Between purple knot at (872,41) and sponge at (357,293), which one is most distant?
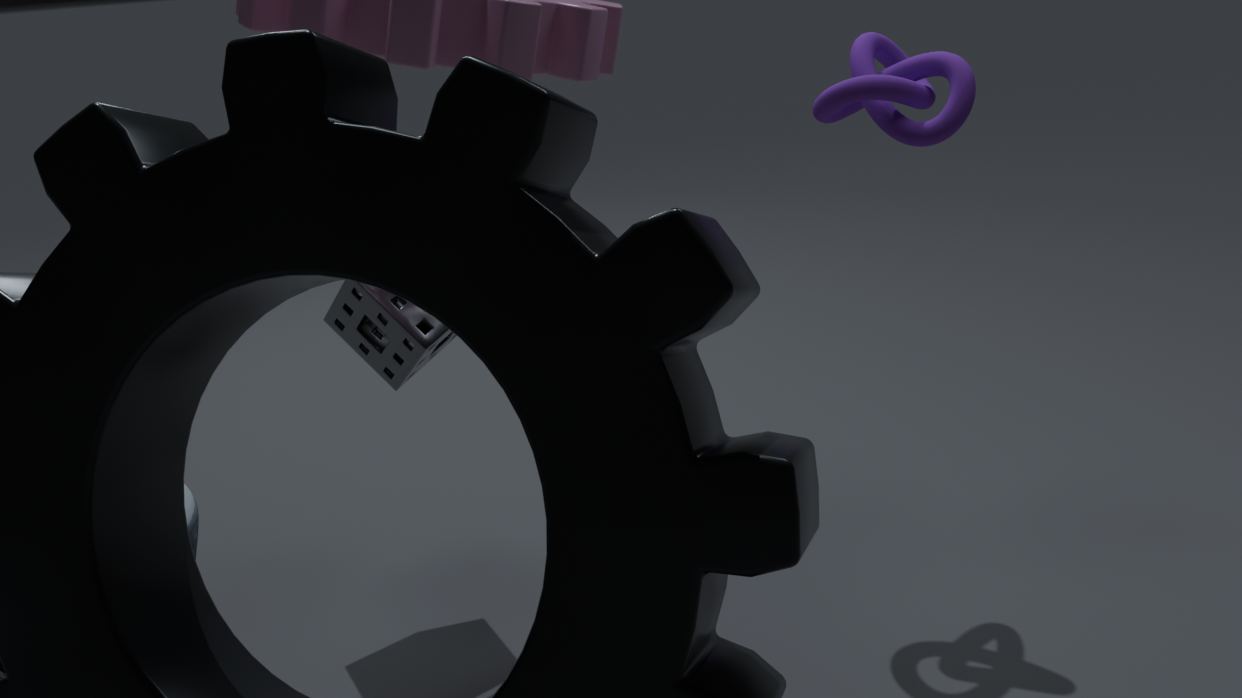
sponge at (357,293)
